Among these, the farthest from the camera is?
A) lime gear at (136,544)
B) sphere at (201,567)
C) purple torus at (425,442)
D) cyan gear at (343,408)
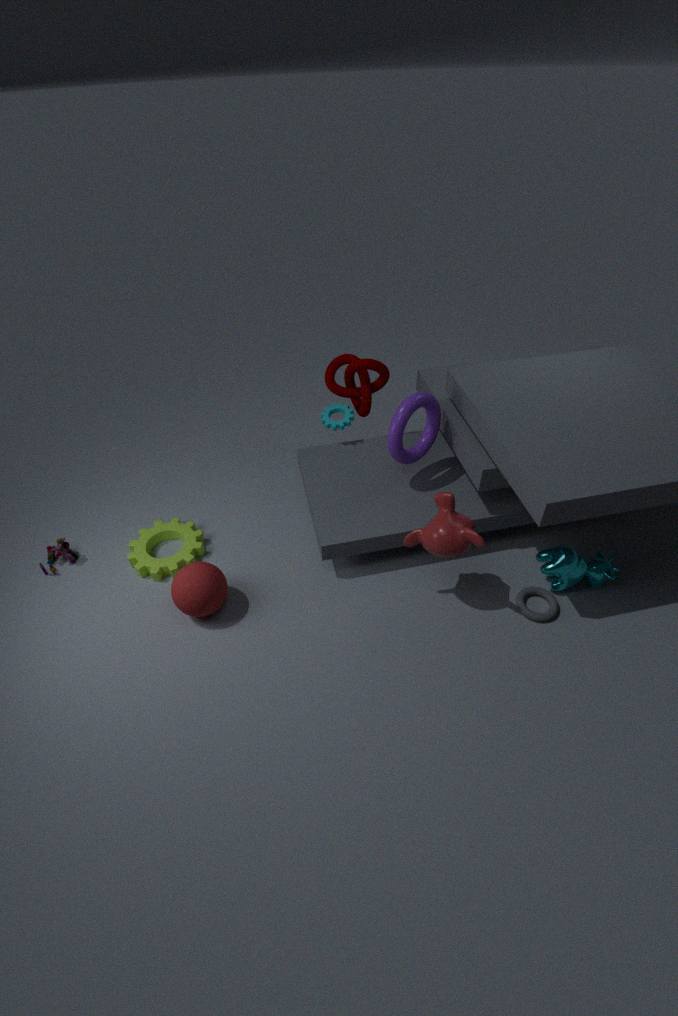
D. cyan gear at (343,408)
